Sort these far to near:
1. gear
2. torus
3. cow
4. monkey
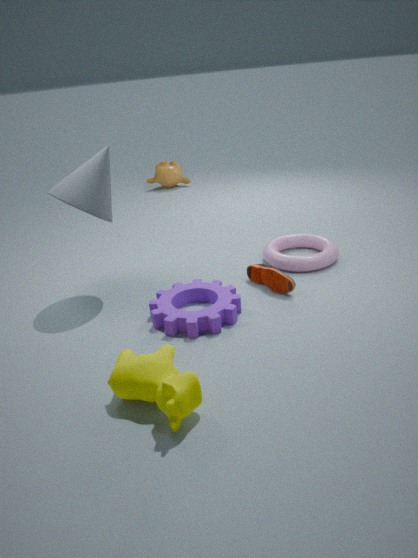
1. monkey
2. torus
3. gear
4. cow
